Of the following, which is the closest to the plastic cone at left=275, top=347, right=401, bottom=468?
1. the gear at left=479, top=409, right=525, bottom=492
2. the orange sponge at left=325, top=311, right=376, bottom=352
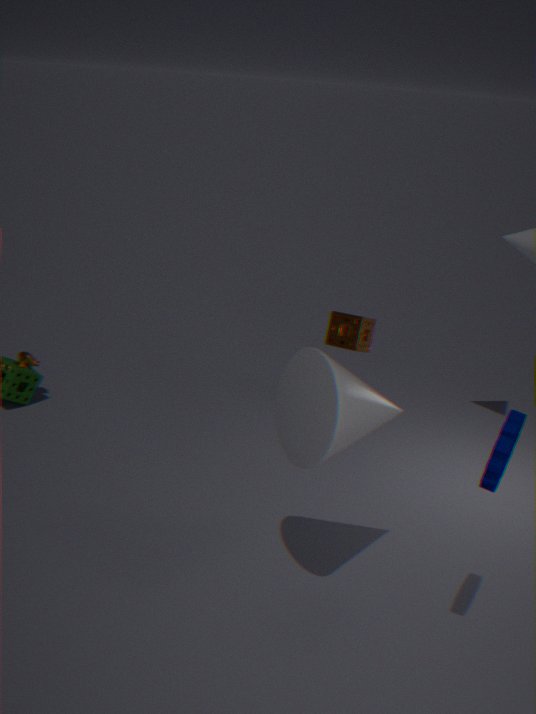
the gear at left=479, top=409, right=525, bottom=492
